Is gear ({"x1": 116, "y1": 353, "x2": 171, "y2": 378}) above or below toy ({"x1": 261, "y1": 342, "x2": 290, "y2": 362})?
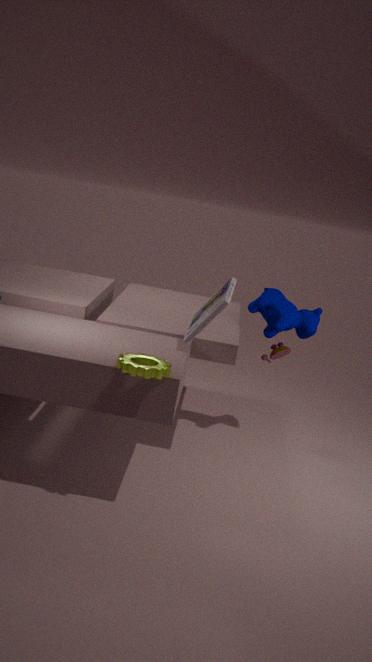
above
